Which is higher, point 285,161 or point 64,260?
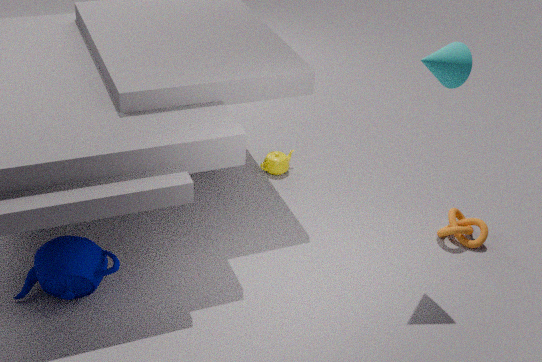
point 64,260
